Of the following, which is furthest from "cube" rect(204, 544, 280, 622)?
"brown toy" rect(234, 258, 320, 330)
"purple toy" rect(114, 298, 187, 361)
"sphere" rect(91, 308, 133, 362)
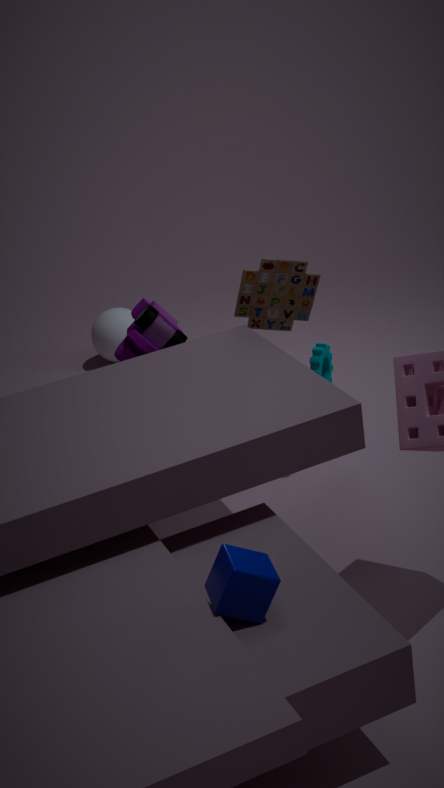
"sphere" rect(91, 308, 133, 362)
